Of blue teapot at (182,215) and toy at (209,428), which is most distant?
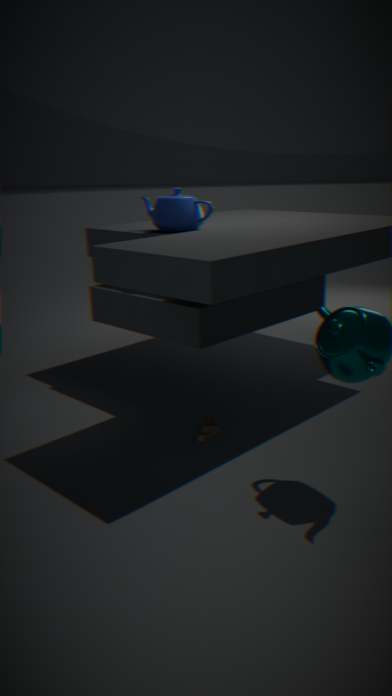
blue teapot at (182,215)
